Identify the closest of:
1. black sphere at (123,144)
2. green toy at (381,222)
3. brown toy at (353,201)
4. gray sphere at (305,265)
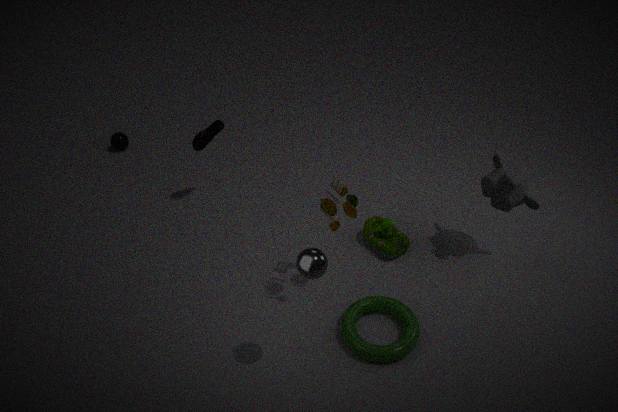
gray sphere at (305,265)
